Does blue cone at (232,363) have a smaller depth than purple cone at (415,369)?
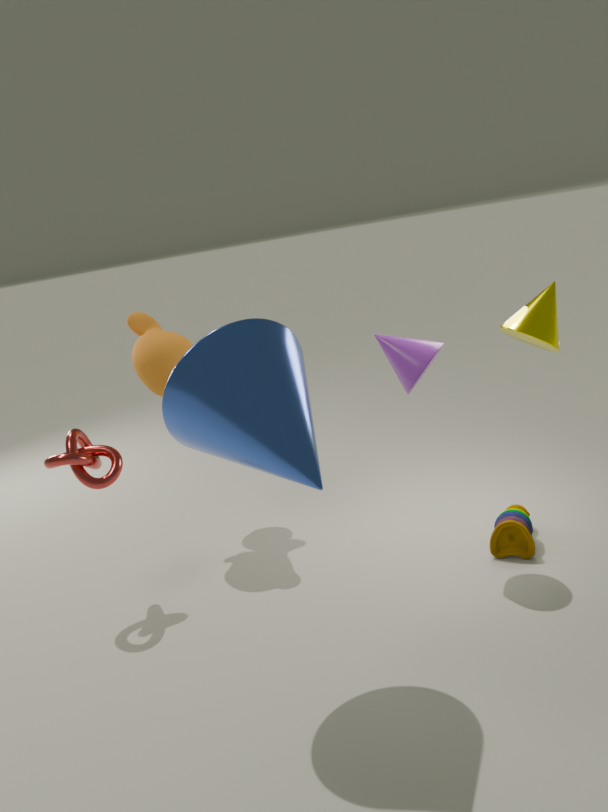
Yes
